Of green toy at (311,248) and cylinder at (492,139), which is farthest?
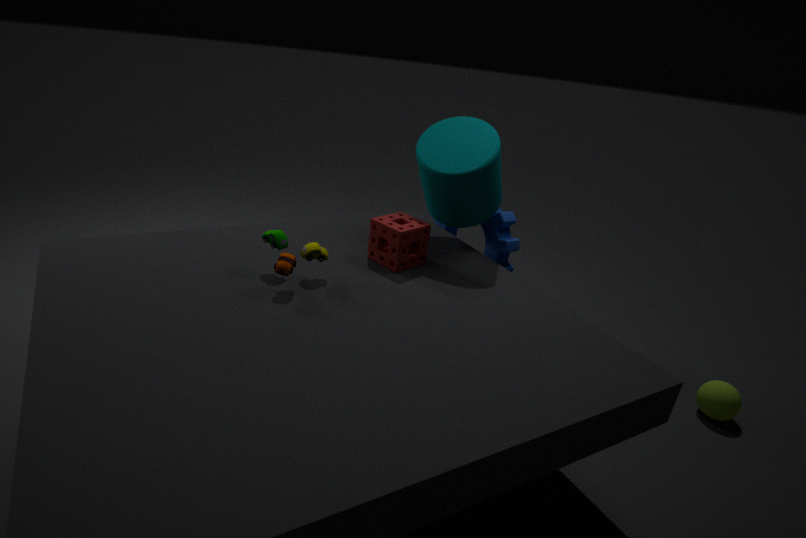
cylinder at (492,139)
